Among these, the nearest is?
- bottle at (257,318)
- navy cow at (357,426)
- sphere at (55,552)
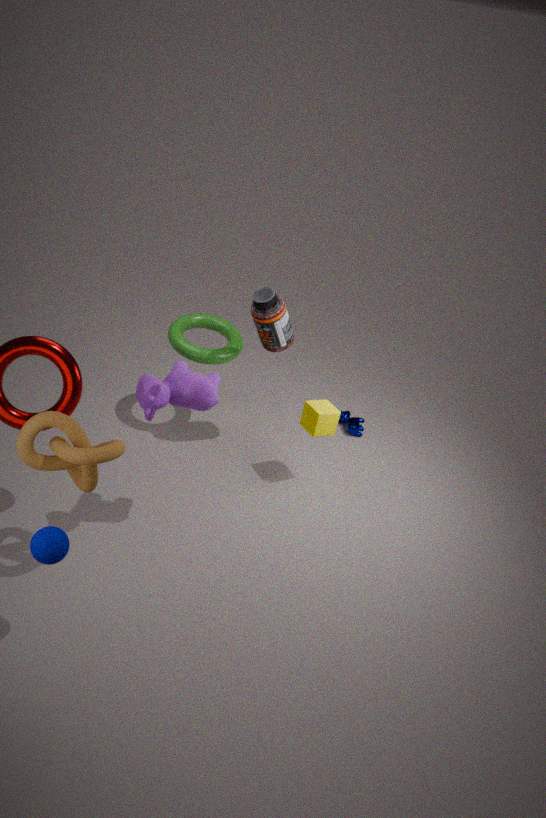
sphere at (55,552)
